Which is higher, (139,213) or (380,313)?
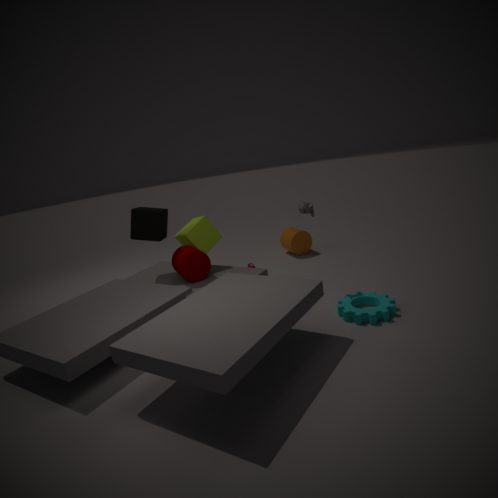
(139,213)
